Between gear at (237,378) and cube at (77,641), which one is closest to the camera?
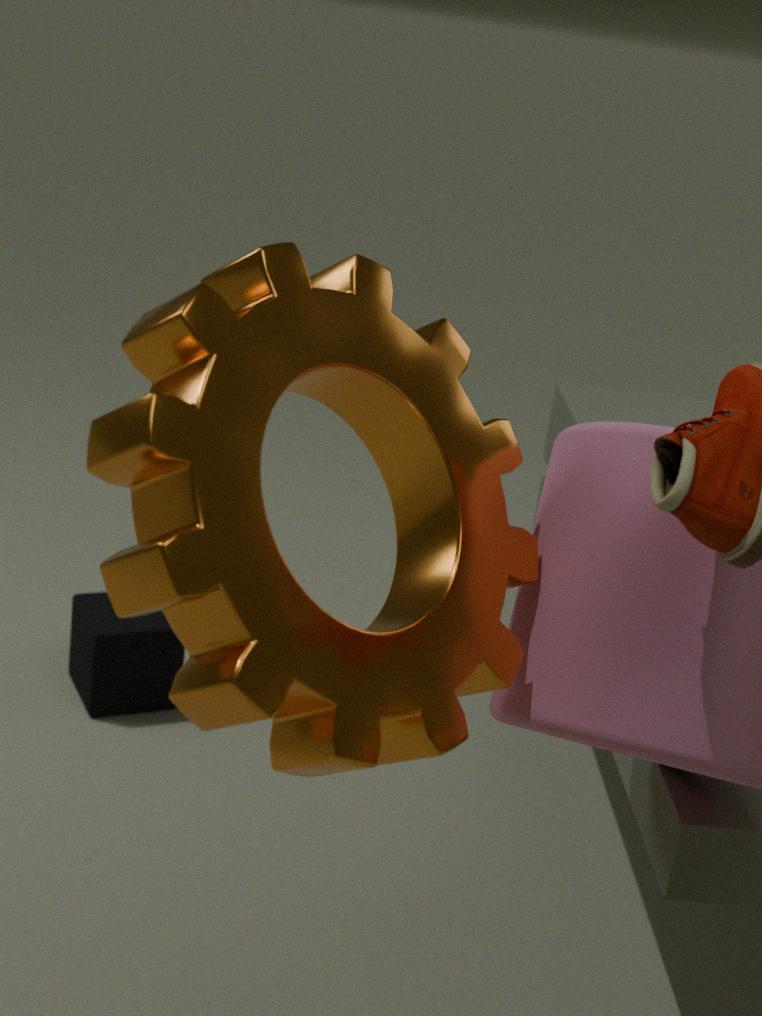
gear at (237,378)
